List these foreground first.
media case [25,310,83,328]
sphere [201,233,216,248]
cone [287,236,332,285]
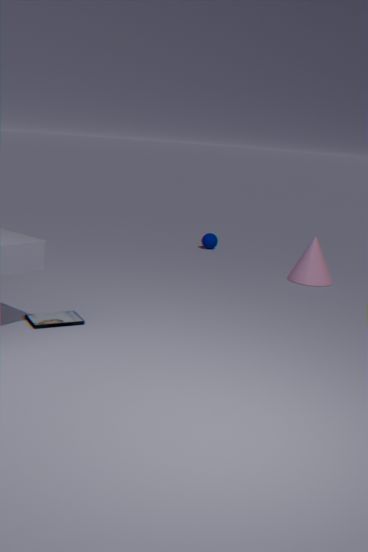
media case [25,310,83,328] → cone [287,236,332,285] → sphere [201,233,216,248]
